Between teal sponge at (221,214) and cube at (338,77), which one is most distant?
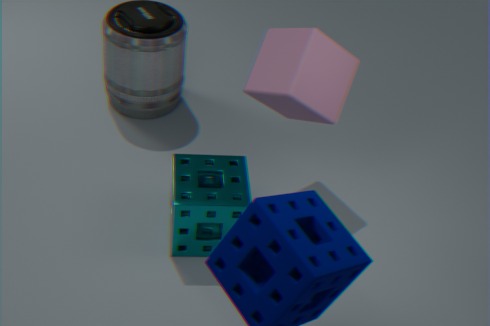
cube at (338,77)
